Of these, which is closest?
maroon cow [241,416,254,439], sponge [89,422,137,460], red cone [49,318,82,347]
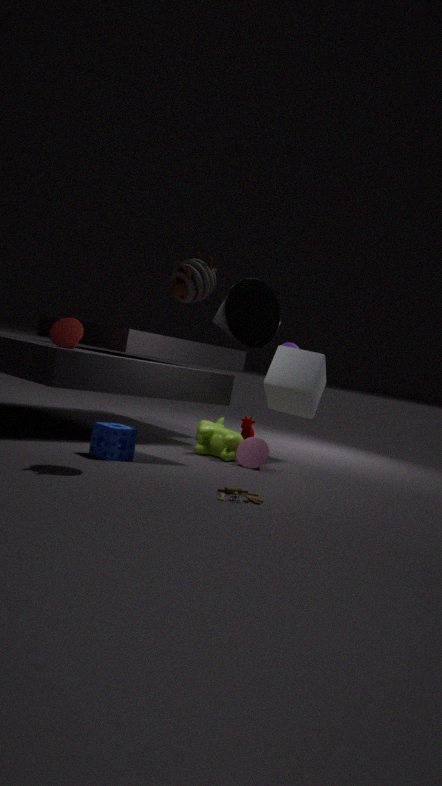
sponge [89,422,137,460]
